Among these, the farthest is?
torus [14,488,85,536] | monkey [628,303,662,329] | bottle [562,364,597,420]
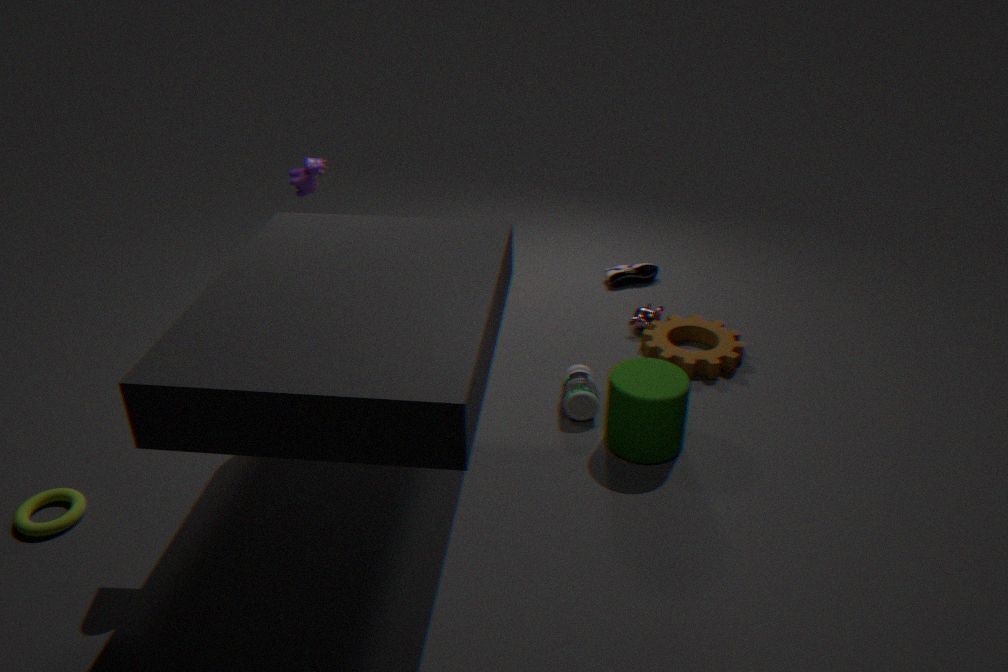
monkey [628,303,662,329]
